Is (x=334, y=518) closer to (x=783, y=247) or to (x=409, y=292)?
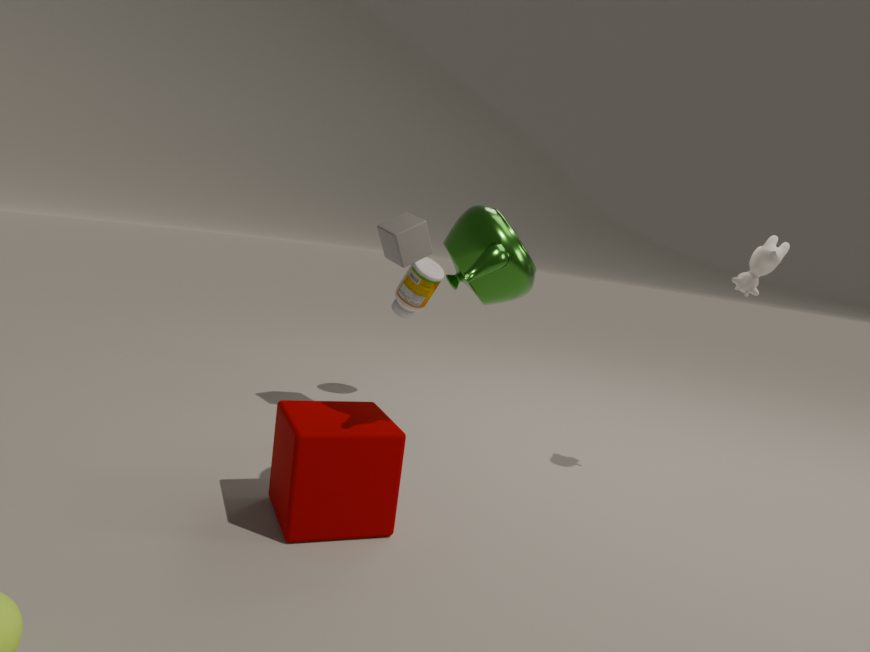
(x=409, y=292)
